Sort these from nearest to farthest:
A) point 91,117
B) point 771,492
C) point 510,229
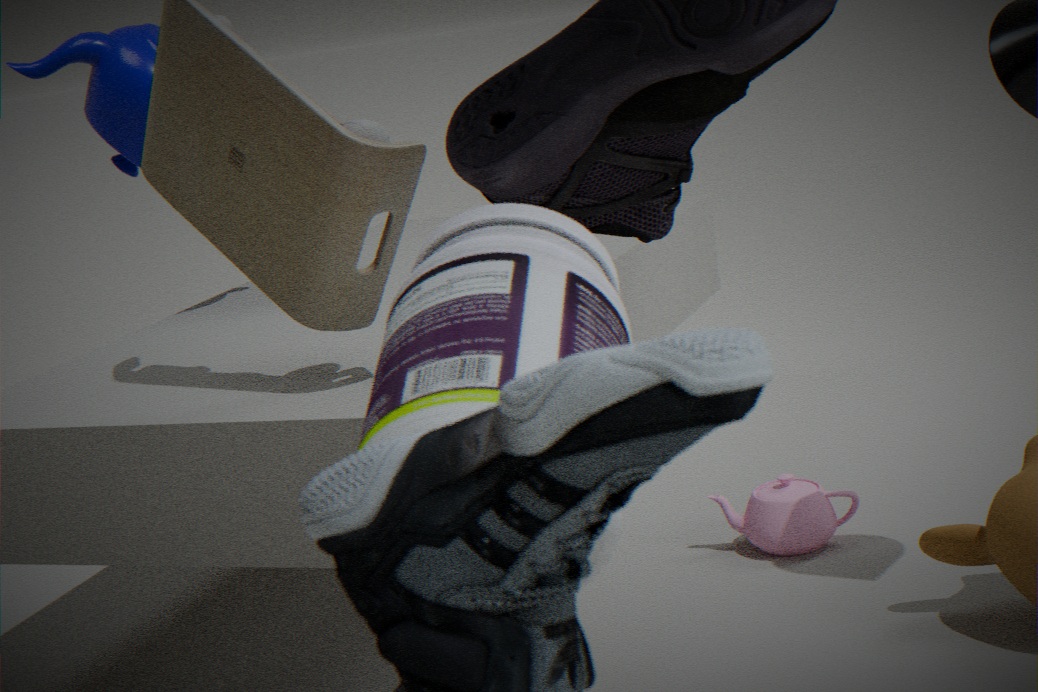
point 510,229, point 771,492, point 91,117
